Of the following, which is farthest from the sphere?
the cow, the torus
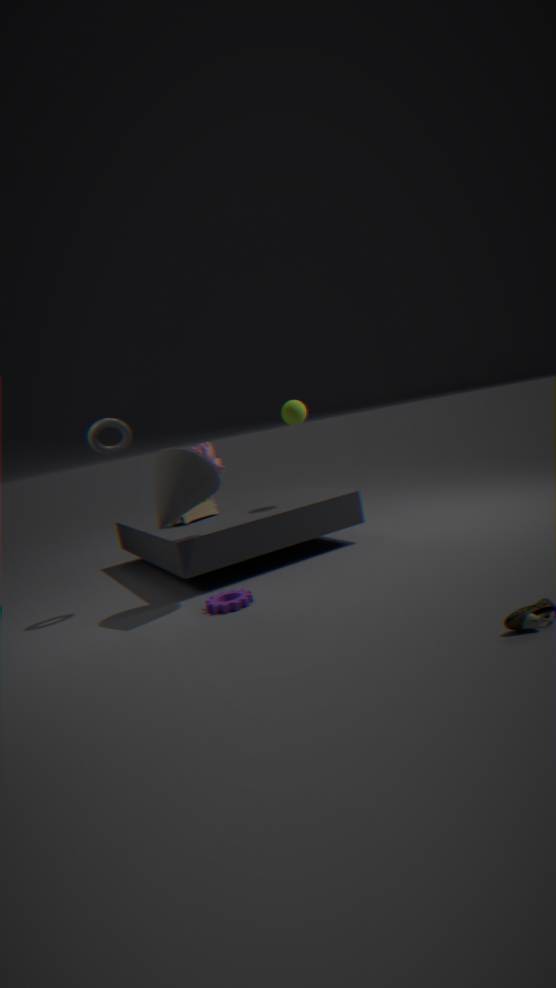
the torus
